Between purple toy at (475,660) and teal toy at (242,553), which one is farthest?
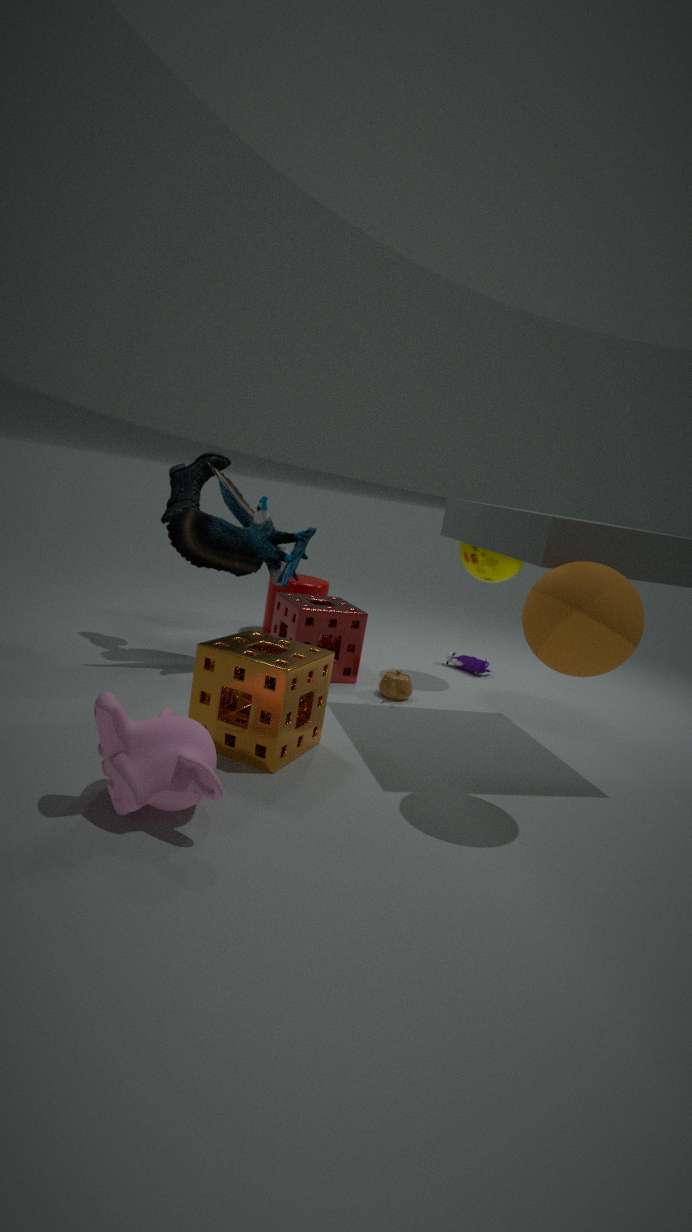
purple toy at (475,660)
